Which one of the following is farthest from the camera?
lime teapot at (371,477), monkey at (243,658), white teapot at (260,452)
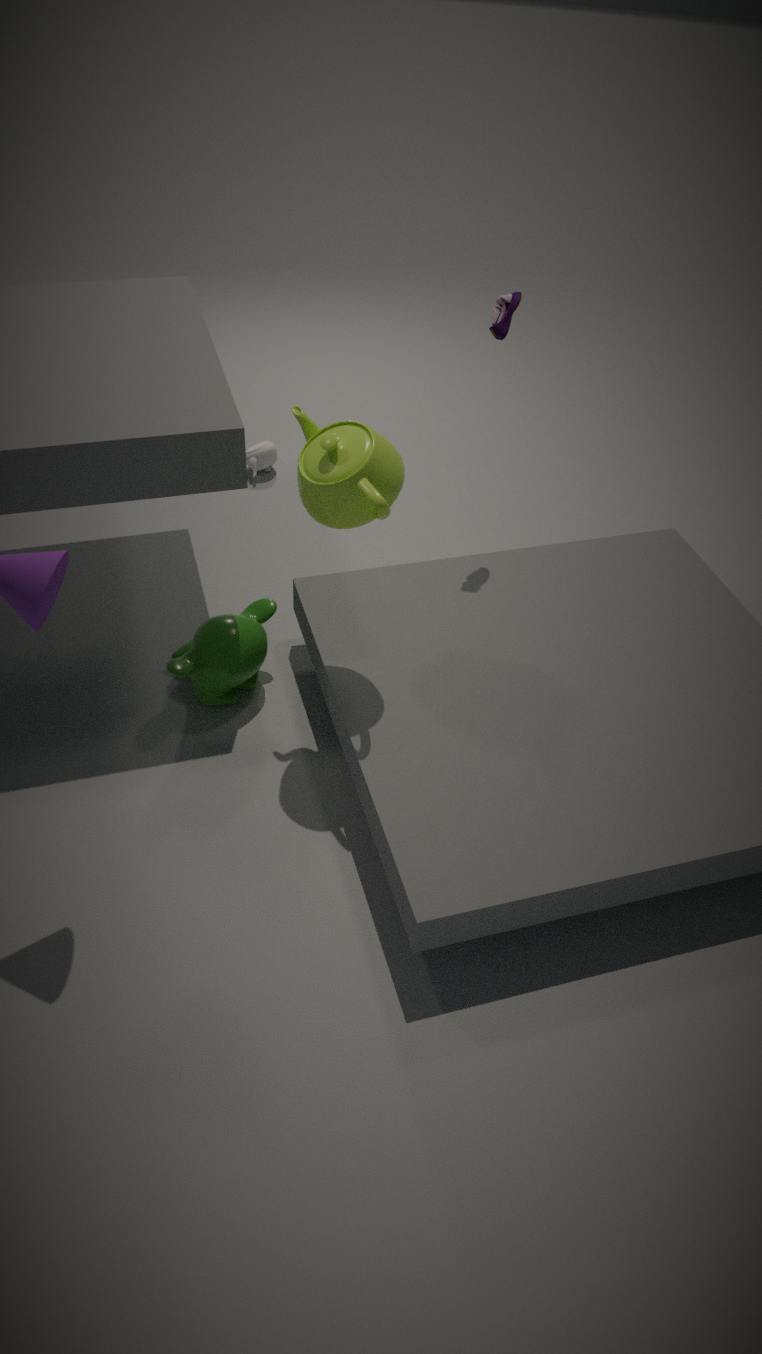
white teapot at (260,452)
